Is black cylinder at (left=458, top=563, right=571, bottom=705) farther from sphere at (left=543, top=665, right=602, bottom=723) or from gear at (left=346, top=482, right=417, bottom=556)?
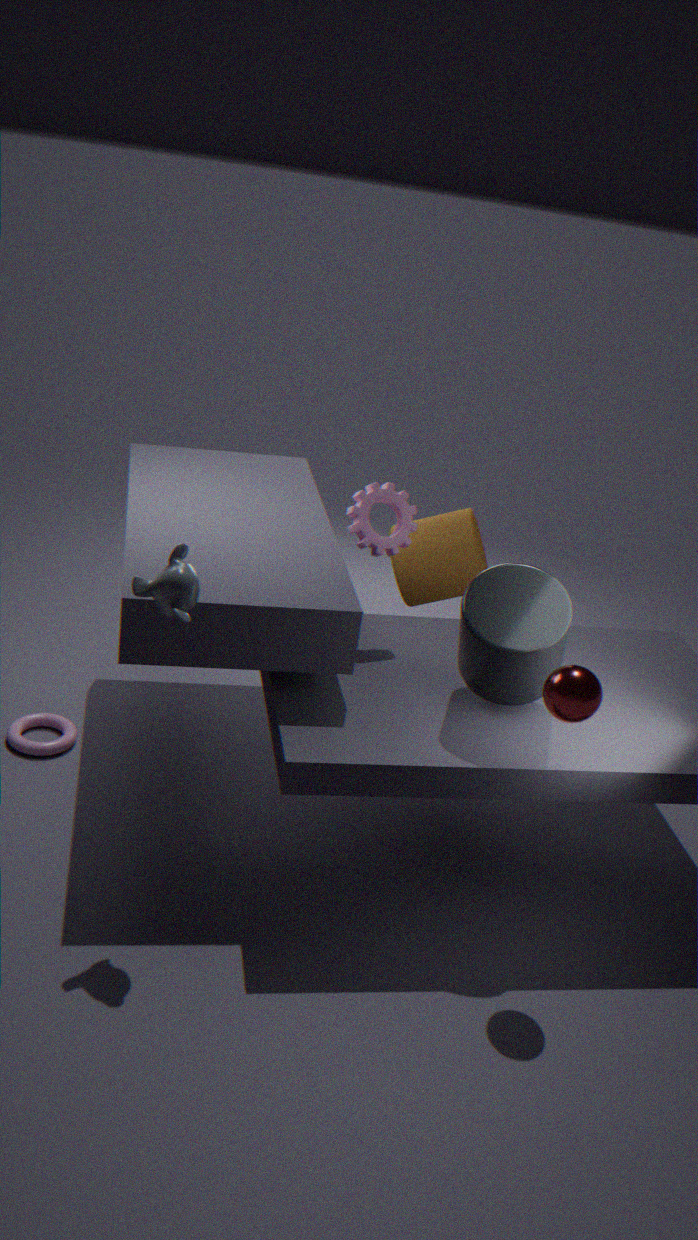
gear at (left=346, top=482, right=417, bottom=556)
